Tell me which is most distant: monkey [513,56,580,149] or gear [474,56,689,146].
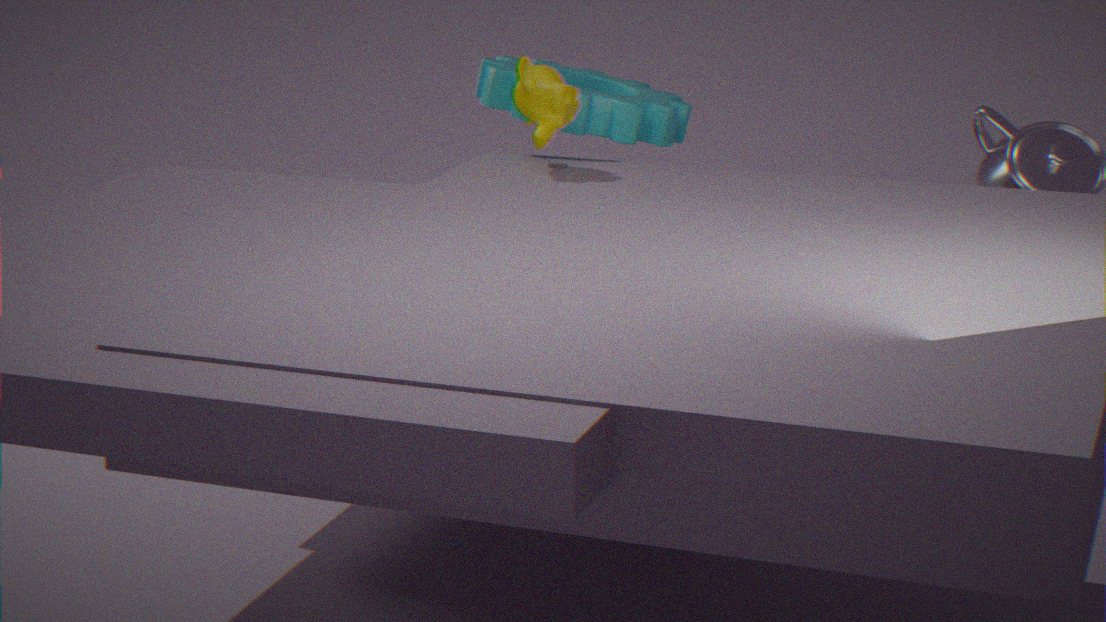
gear [474,56,689,146]
